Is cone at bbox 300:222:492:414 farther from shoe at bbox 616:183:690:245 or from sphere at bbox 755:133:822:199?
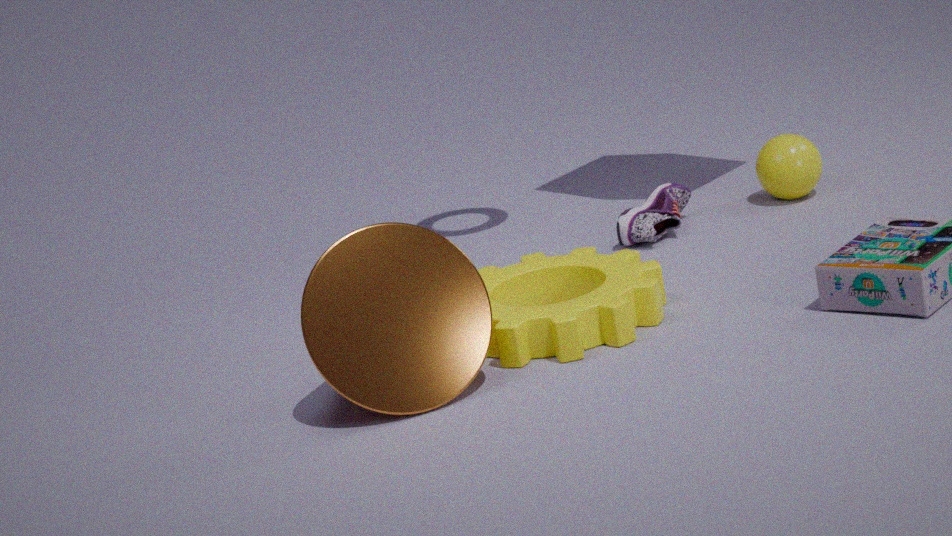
sphere at bbox 755:133:822:199
